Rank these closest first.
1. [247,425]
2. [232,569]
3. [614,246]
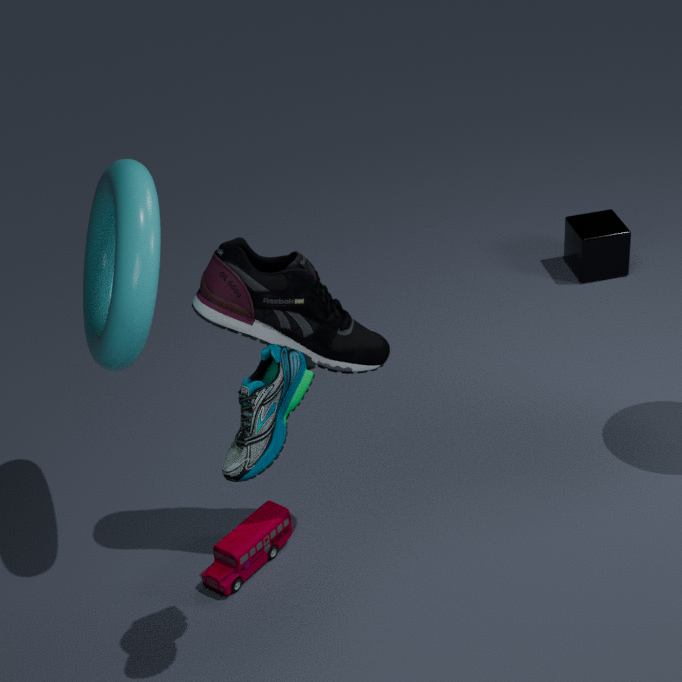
[247,425] < [232,569] < [614,246]
